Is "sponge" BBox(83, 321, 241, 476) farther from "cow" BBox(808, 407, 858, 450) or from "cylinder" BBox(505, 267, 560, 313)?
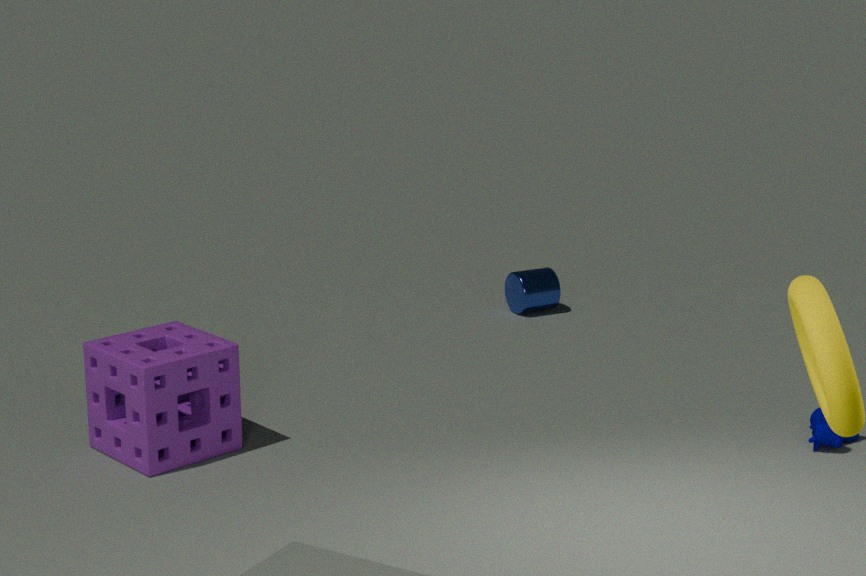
"cow" BBox(808, 407, 858, 450)
